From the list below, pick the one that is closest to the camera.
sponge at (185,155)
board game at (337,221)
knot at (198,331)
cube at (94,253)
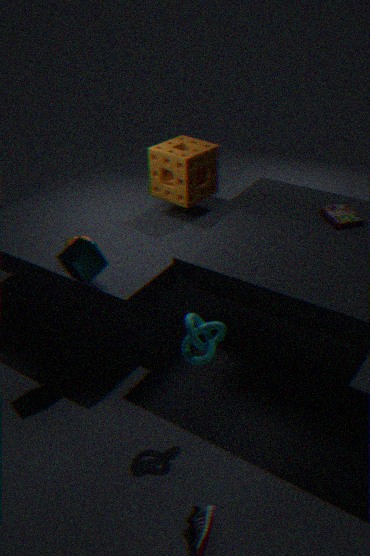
knot at (198,331)
